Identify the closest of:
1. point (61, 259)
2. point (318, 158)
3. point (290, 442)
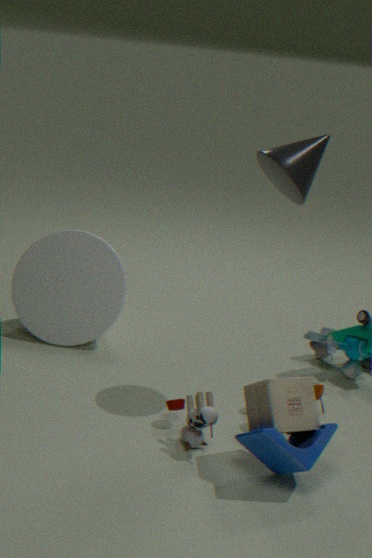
point (290, 442)
